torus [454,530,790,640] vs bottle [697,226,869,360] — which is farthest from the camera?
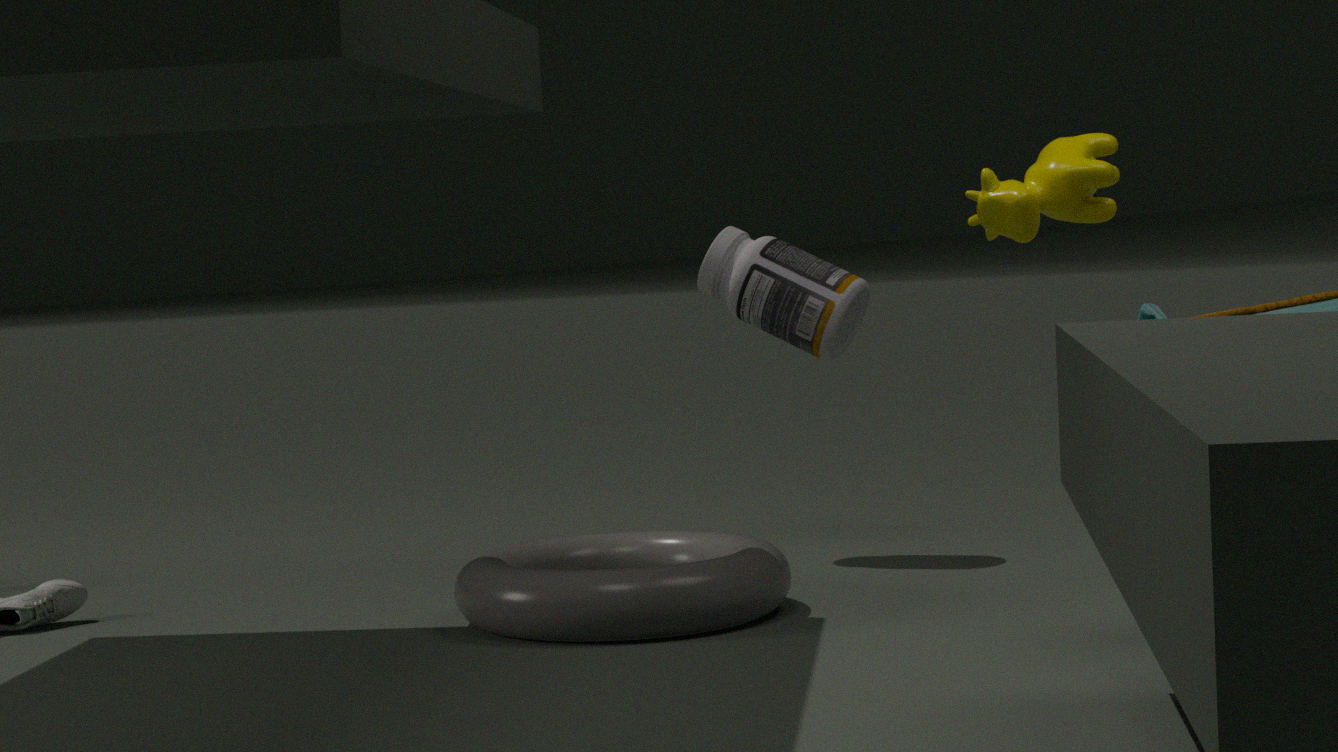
bottle [697,226,869,360]
